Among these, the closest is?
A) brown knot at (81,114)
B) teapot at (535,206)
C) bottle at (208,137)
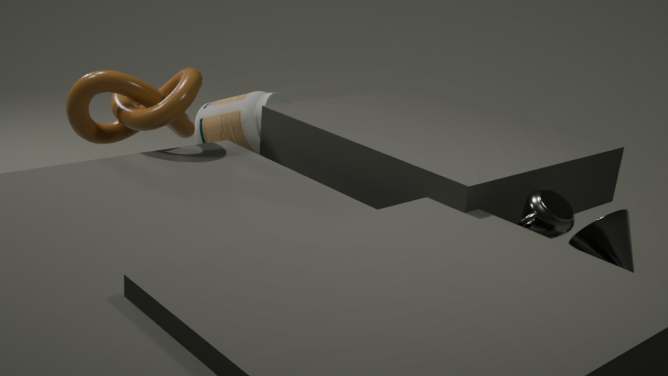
teapot at (535,206)
